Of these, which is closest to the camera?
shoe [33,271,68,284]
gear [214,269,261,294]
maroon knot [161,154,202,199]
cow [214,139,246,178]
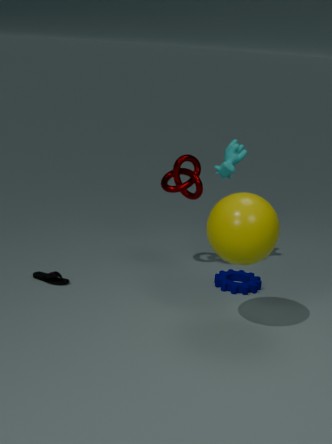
shoe [33,271,68,284]
